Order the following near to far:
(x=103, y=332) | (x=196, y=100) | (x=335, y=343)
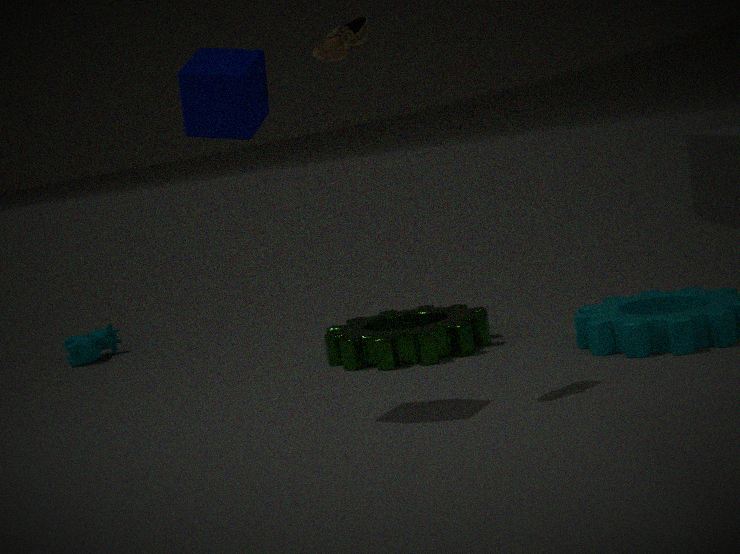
1. (x=196, y=100)
2. (x=335, y=343)
3. (x=103, y=332)
